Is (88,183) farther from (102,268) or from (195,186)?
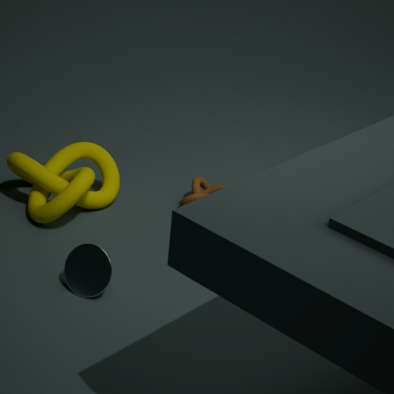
(102,268)
